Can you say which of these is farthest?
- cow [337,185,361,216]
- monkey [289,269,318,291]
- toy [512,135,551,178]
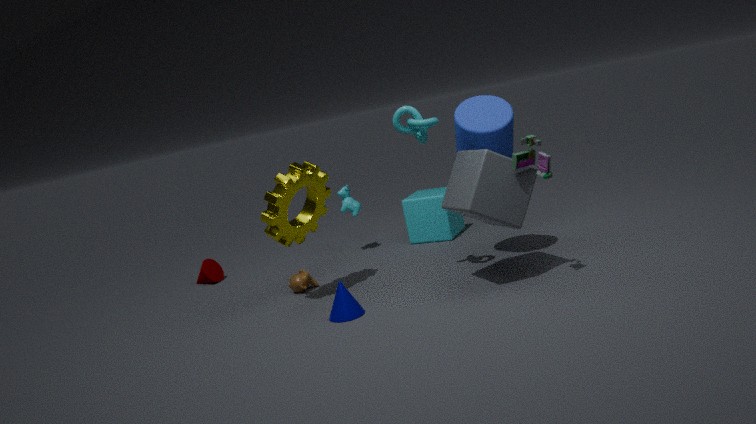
cow [337,185,361,216]
